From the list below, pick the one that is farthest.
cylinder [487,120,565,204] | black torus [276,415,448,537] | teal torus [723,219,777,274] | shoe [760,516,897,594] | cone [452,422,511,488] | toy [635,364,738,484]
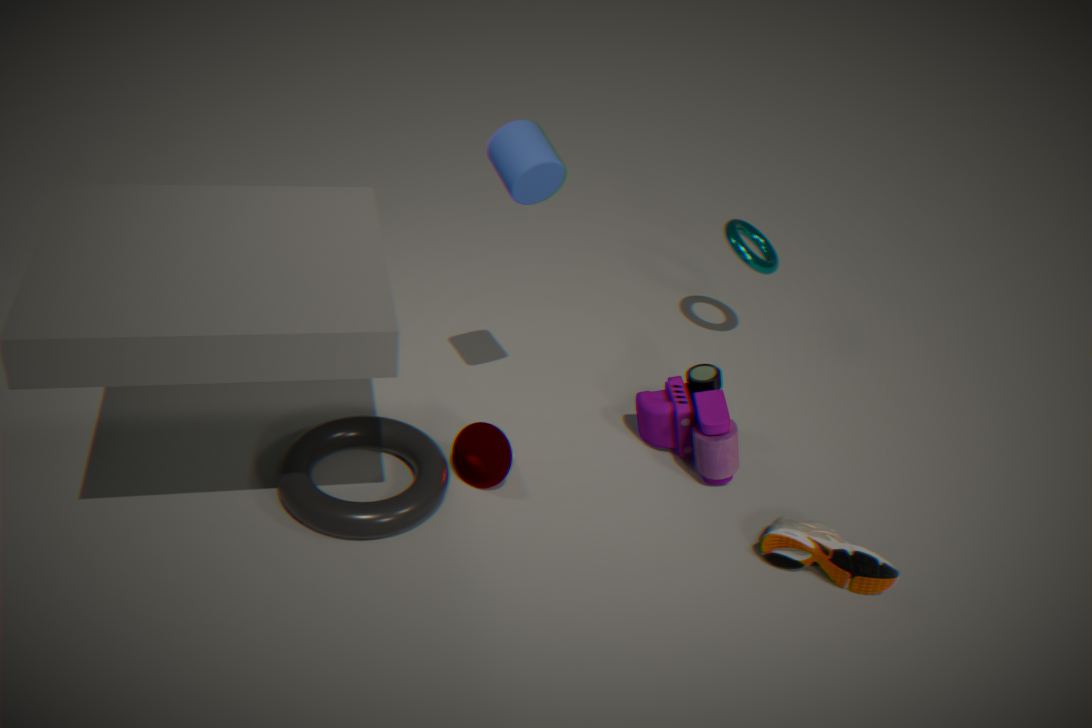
teal torus [723,219,777,274]
